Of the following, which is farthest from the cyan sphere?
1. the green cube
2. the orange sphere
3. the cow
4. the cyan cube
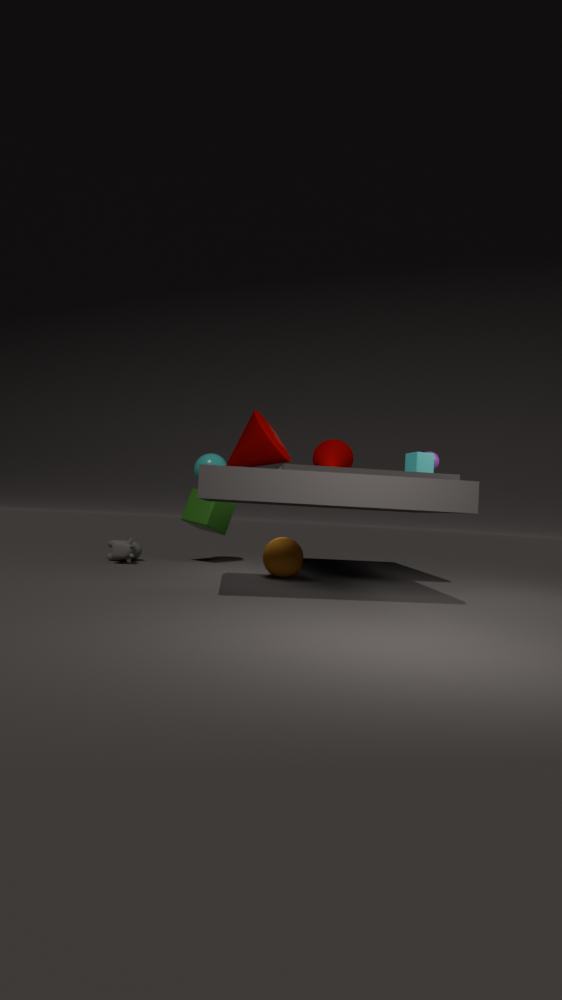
the cyan cube
